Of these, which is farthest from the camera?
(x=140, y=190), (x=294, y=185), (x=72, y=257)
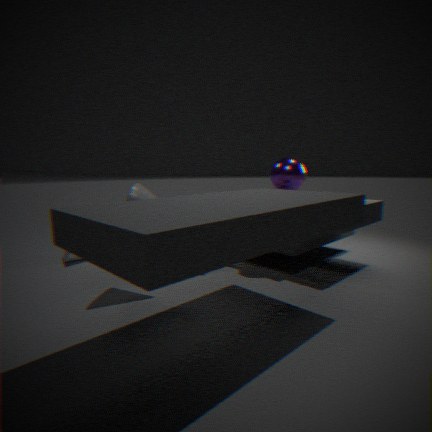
(x=72, y=257)
